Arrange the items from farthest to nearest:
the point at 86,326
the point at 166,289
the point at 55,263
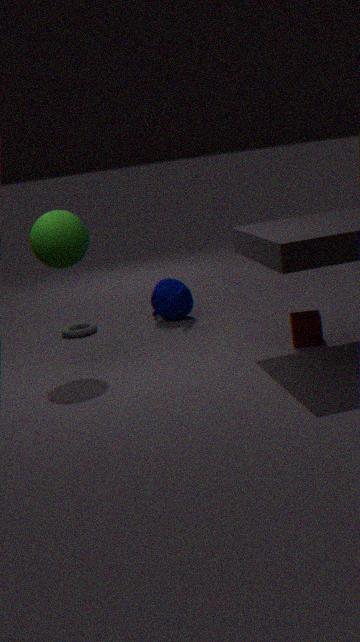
the point at 86,326 → the point at 166,289 → the point at 55,263
